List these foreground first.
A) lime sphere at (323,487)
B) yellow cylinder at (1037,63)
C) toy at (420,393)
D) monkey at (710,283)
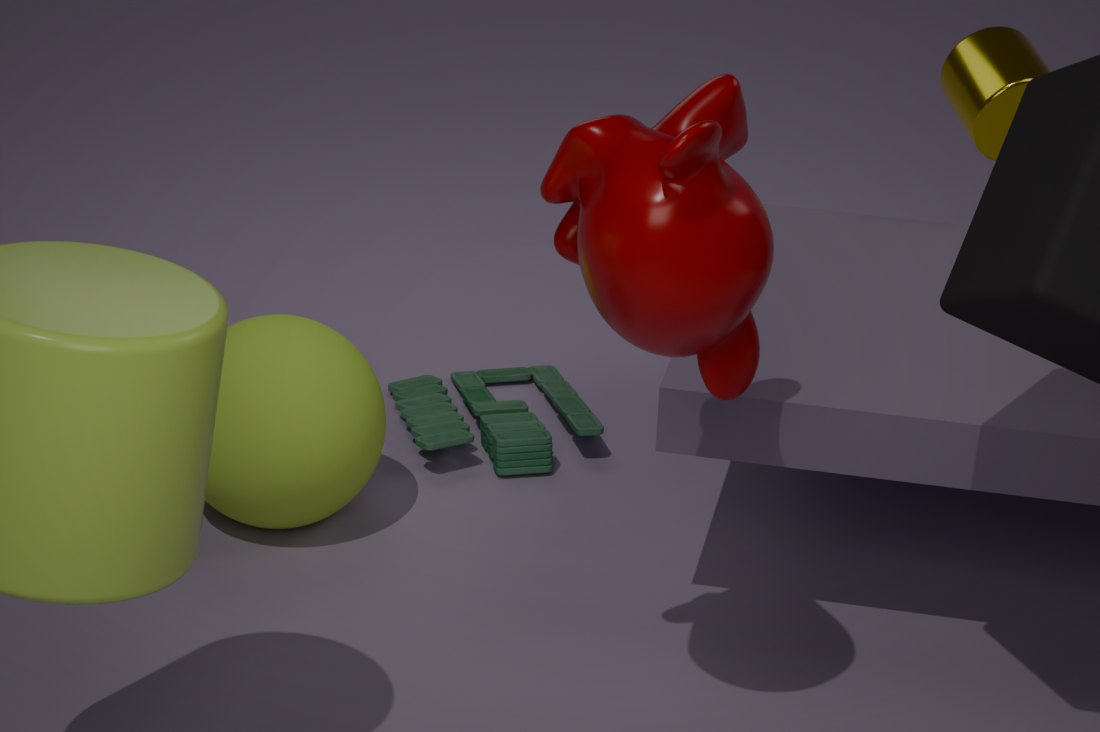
1. monkey at (710,283)
2. lime sphere at (323,487)
3. yellow cylinder at (1037,63)
4. toy at (420,393)
